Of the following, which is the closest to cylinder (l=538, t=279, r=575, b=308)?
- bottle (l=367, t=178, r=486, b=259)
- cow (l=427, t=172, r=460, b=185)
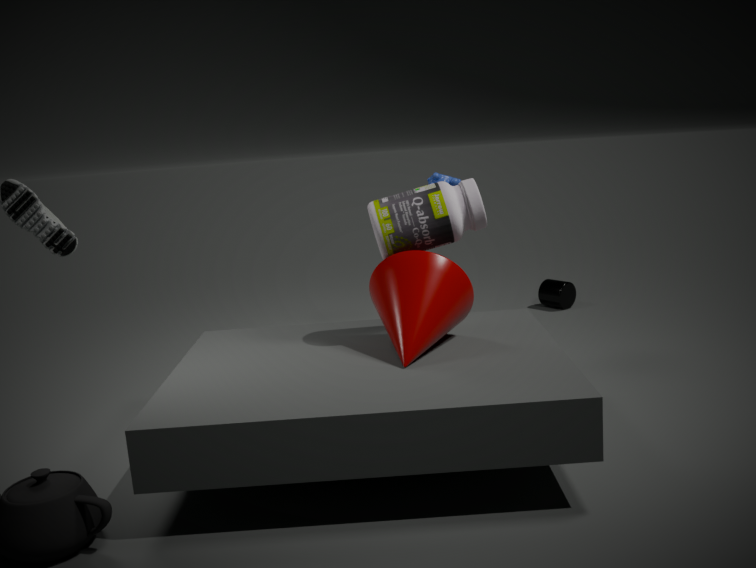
cow (l=427, t=172, r=460, b=185)
